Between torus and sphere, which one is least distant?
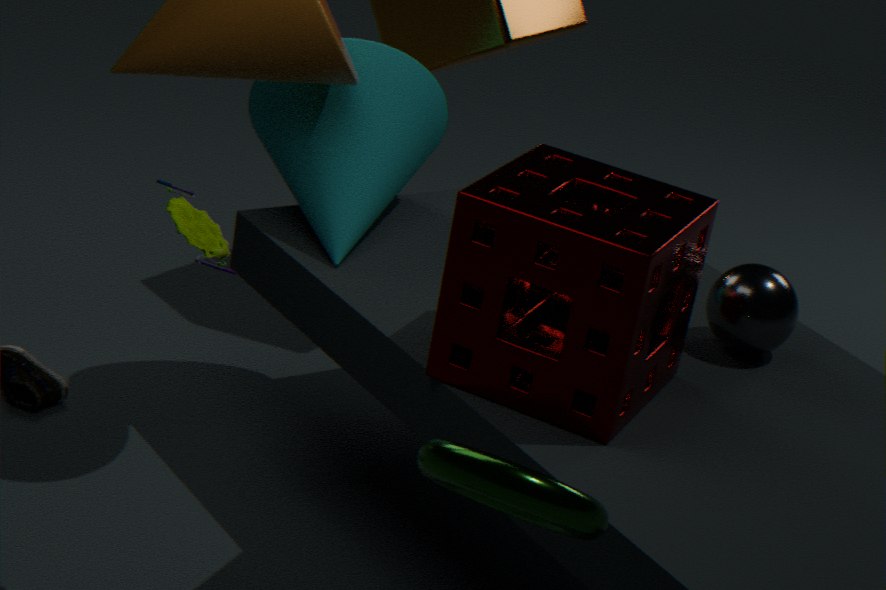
torus
